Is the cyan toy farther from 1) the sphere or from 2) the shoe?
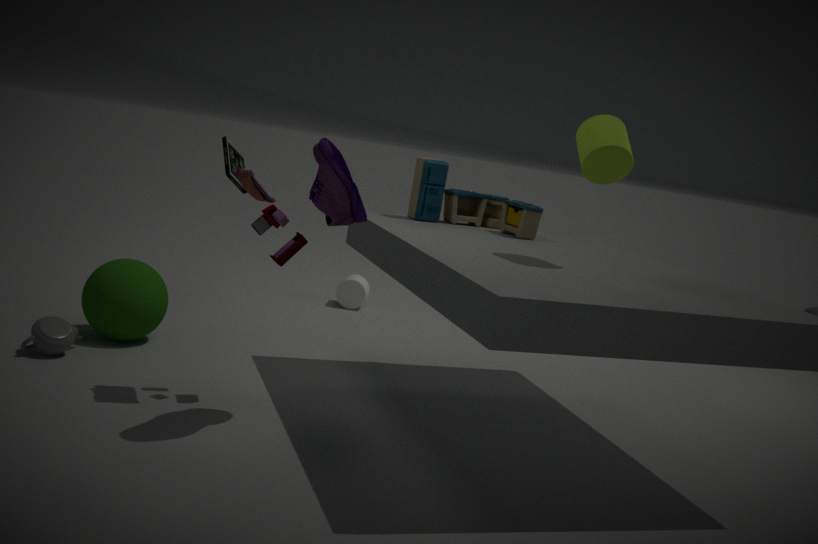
1) the sphere
